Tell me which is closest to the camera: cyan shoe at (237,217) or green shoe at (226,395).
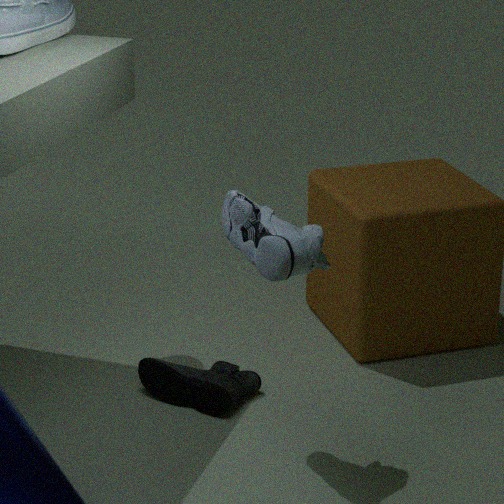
cyan shoe at (237,217)
